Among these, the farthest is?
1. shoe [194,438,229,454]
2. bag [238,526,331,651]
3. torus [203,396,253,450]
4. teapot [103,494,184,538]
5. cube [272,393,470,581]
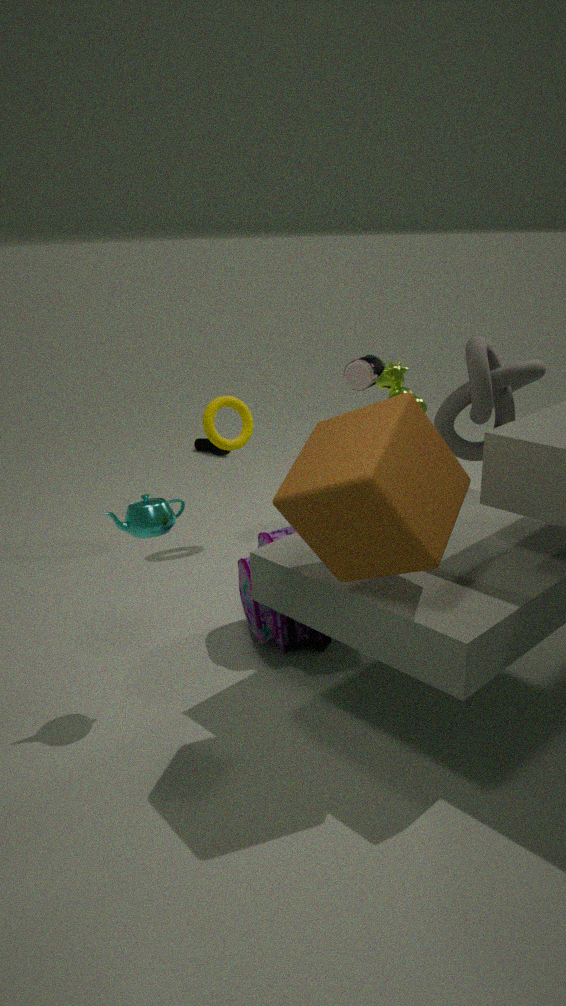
shoe [194,438,229,454]
